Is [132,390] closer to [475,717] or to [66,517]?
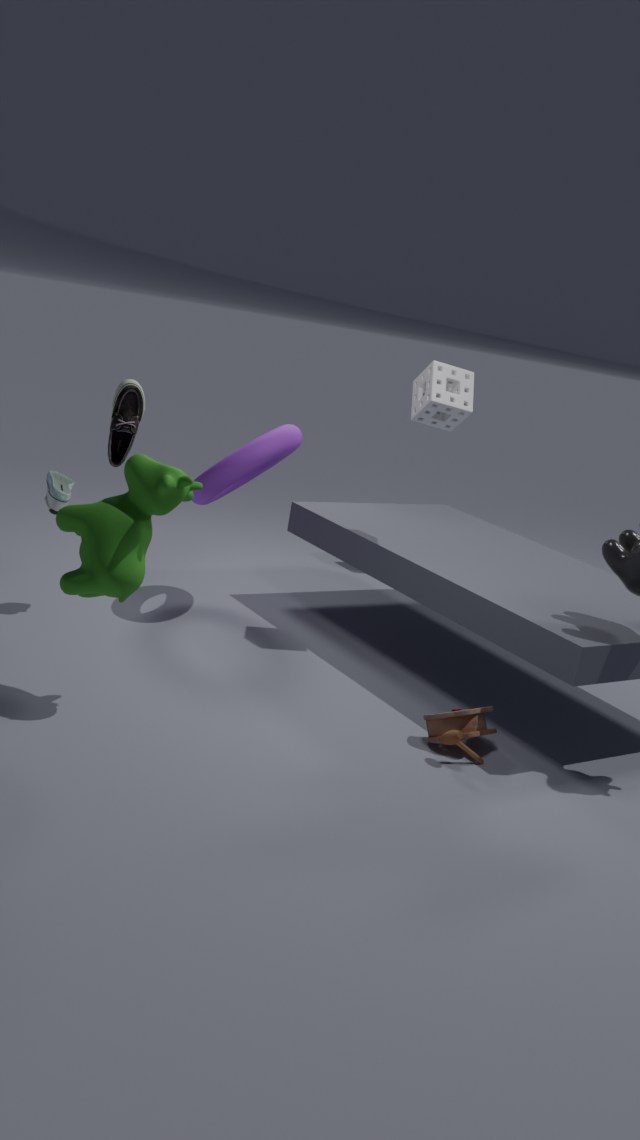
[66,517]
